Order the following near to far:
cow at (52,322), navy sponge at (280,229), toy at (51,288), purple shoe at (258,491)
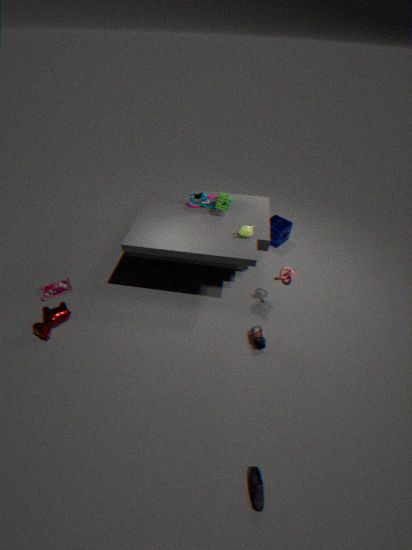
purple shoe at (258,491)
cow at (52,322)
toy at (51,288)
navy sponge at (280,229)
